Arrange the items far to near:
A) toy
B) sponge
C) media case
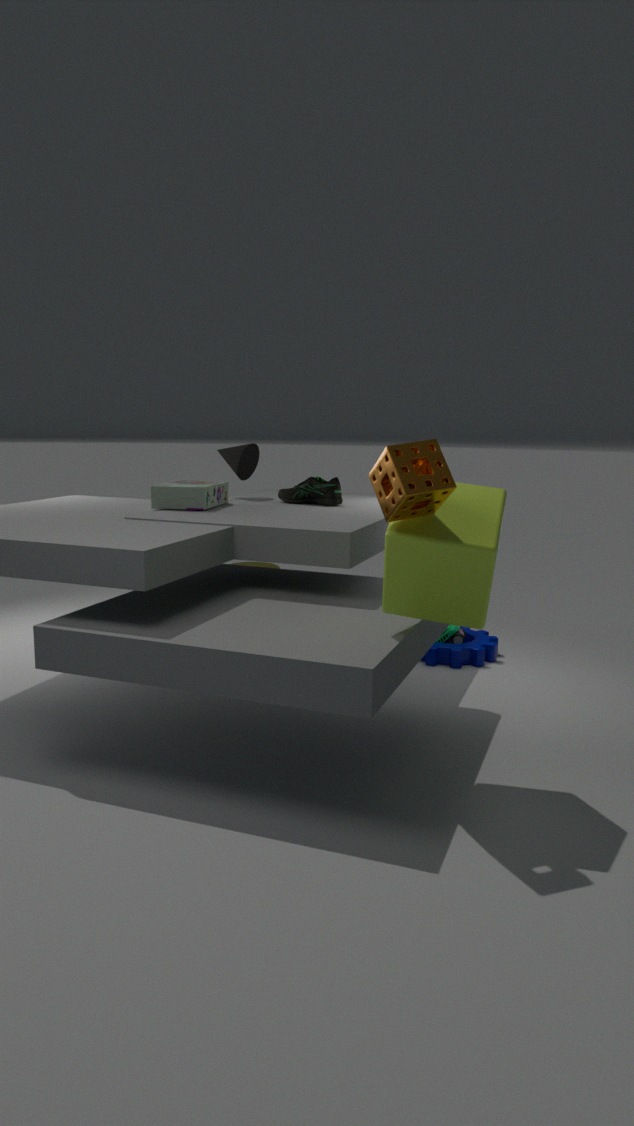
toy
media case
sponge
